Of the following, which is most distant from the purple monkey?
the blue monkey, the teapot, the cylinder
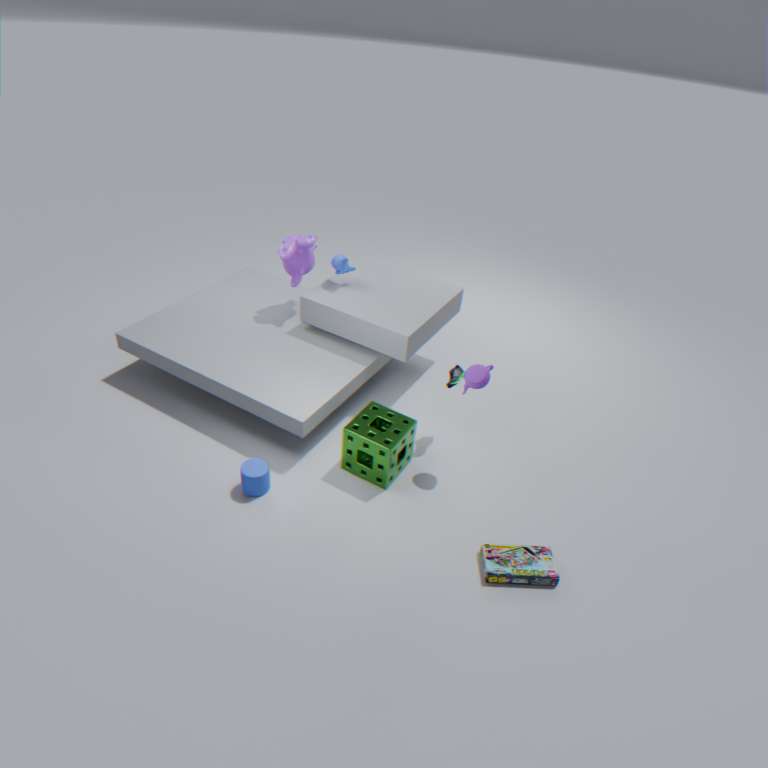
the teapot
